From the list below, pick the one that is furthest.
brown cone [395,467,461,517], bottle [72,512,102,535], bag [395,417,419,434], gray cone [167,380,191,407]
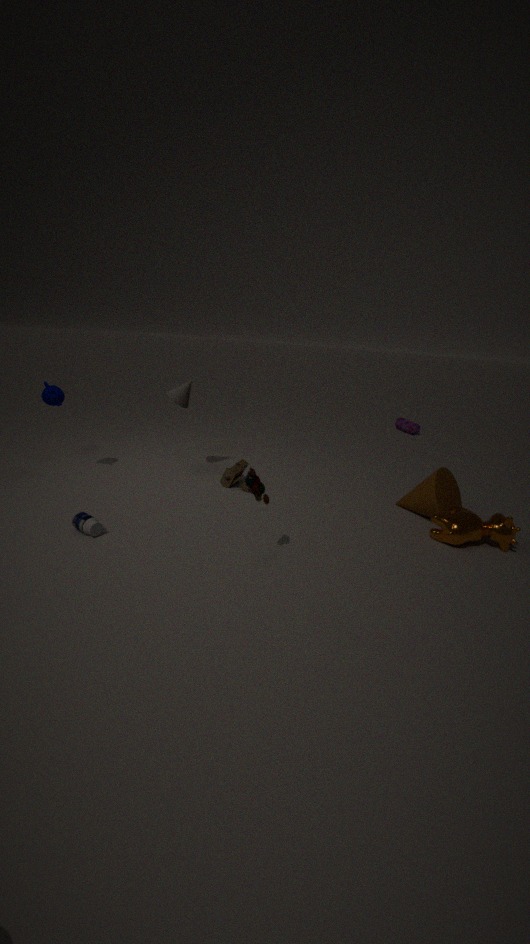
bag [395,417,419,434]
